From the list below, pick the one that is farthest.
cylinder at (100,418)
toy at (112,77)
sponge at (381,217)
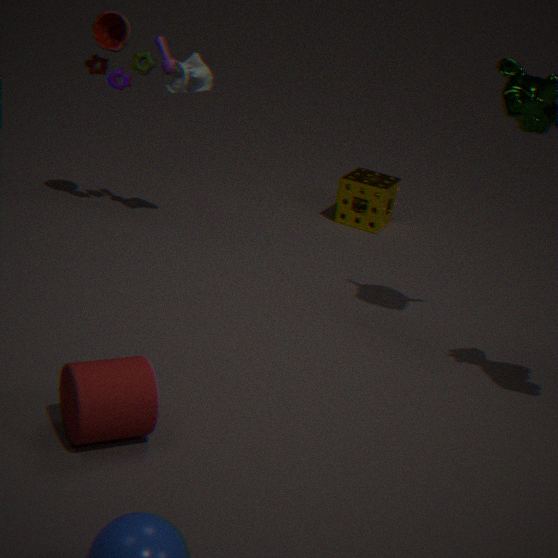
sponge at (381,217)
